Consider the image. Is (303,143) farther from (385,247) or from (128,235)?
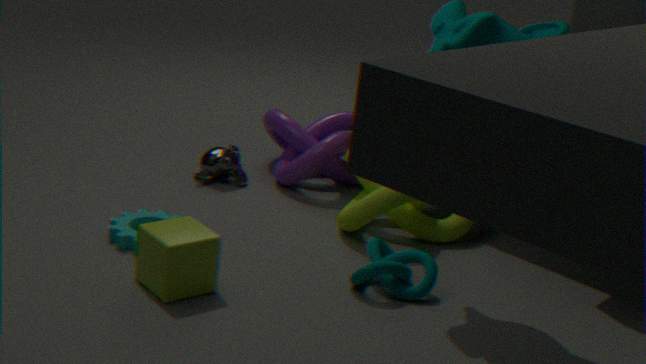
(385,247)
